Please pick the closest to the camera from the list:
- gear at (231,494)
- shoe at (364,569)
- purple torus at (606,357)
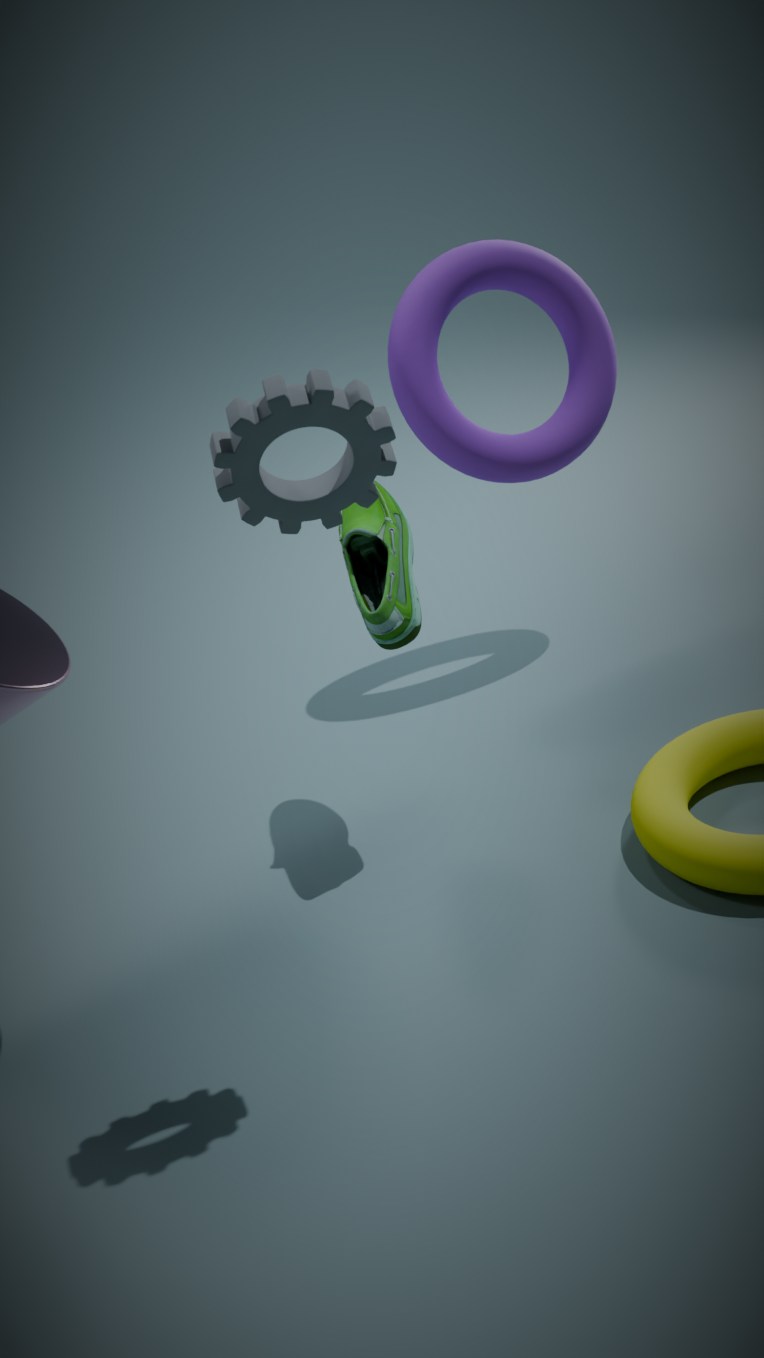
gear at (231,494)
